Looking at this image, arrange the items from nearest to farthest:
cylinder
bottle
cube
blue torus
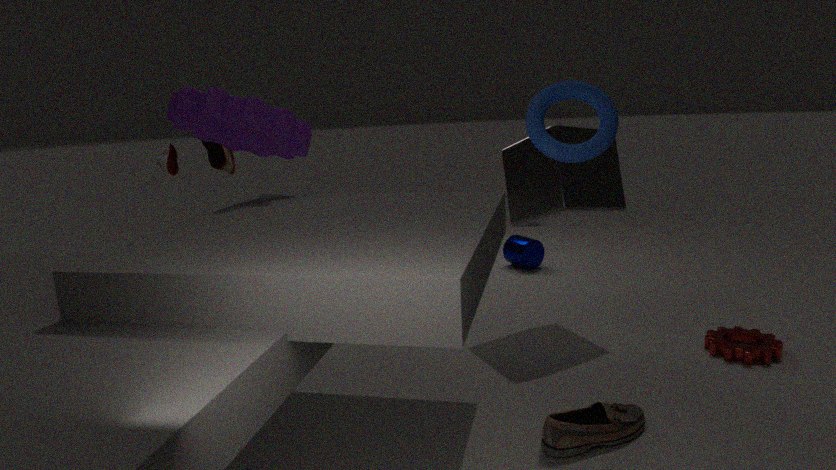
1. blue torus
2. bottle
3. cube
4. cylinder
